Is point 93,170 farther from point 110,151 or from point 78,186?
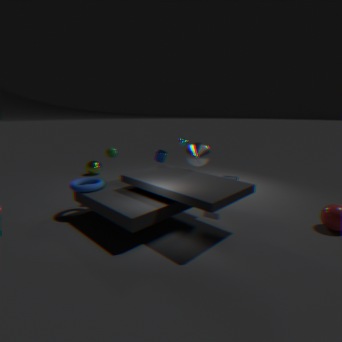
point 78,186
